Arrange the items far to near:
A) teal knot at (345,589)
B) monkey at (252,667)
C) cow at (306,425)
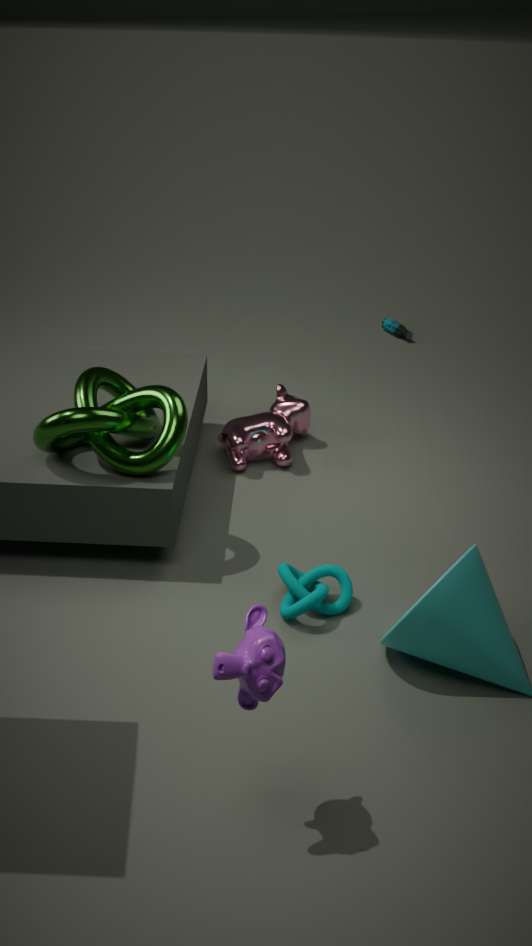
1. cow at (306,425)
2. teal knot at (345,589)
3. monkey at (252,667)
